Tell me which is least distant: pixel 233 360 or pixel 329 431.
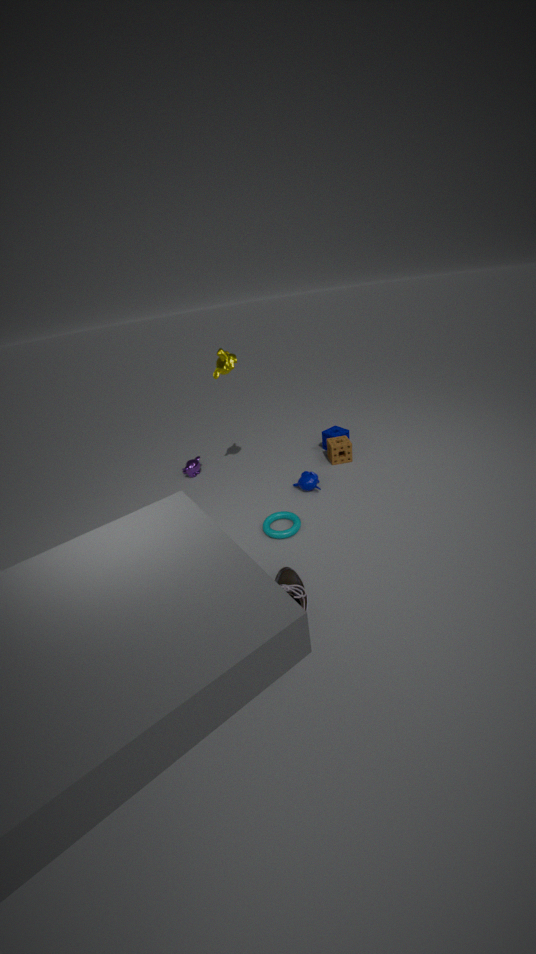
pixel 233 360
